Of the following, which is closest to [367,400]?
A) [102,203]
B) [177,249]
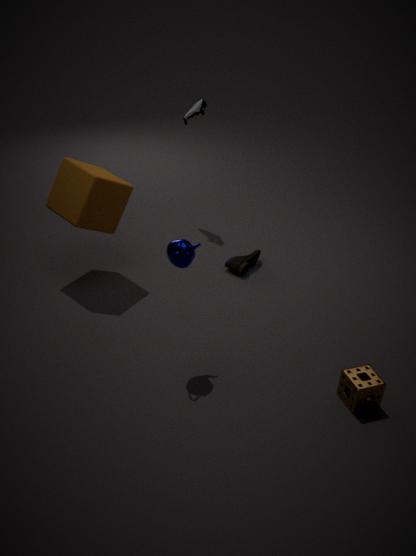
[177,249]
